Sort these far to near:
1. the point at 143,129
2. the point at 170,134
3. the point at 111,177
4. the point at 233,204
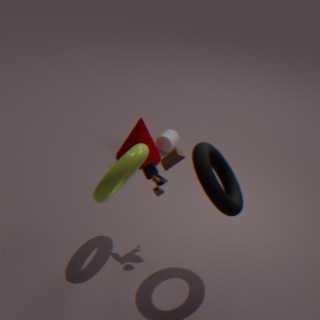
1. the point at 170,134
2. the point at 143,129
3. the point at 111,177
4. the point at 233,204
